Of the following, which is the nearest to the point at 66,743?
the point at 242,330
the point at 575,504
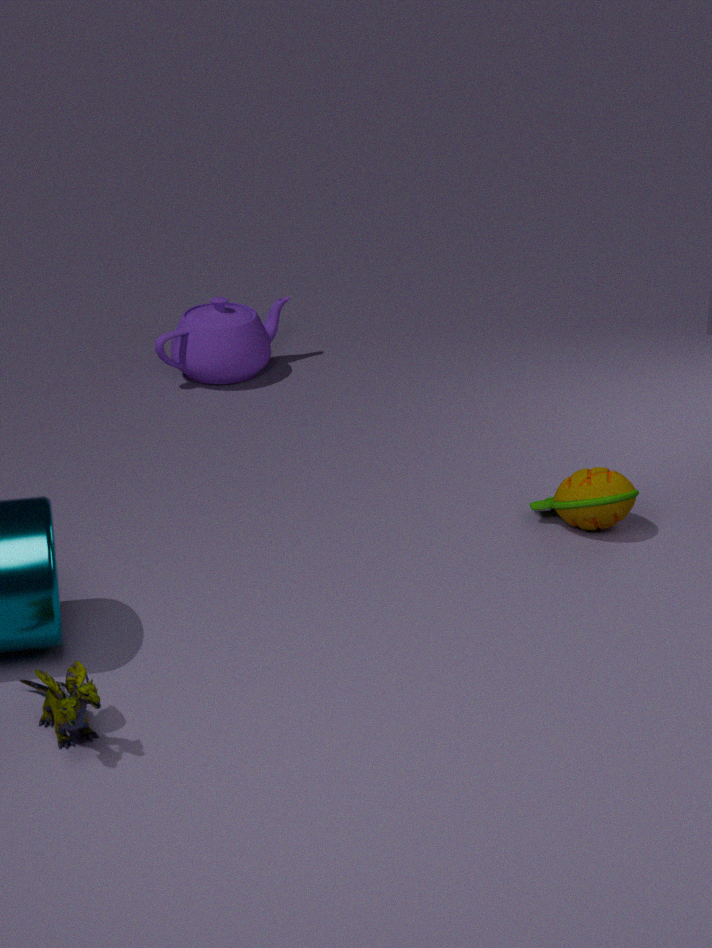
the point at 575,504
